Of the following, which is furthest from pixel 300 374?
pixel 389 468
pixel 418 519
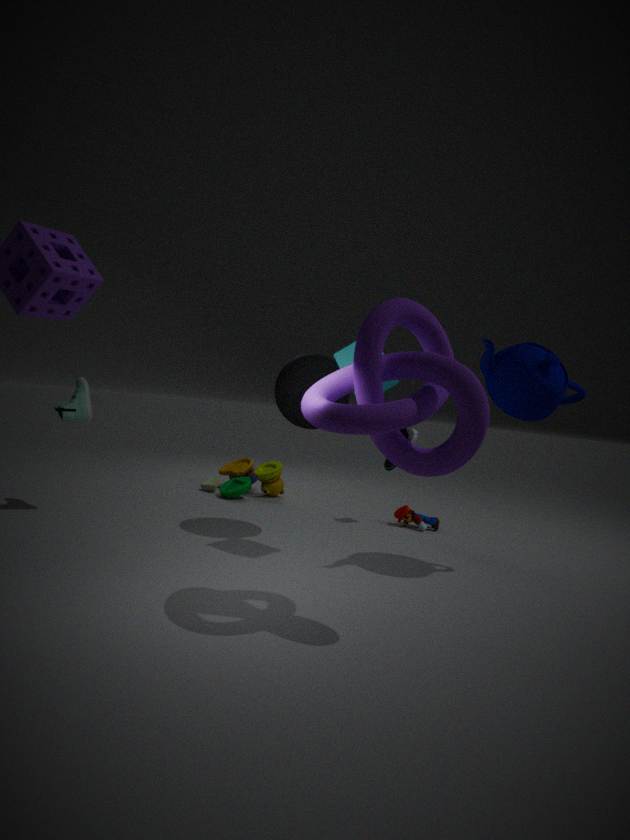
pixel 418 519
